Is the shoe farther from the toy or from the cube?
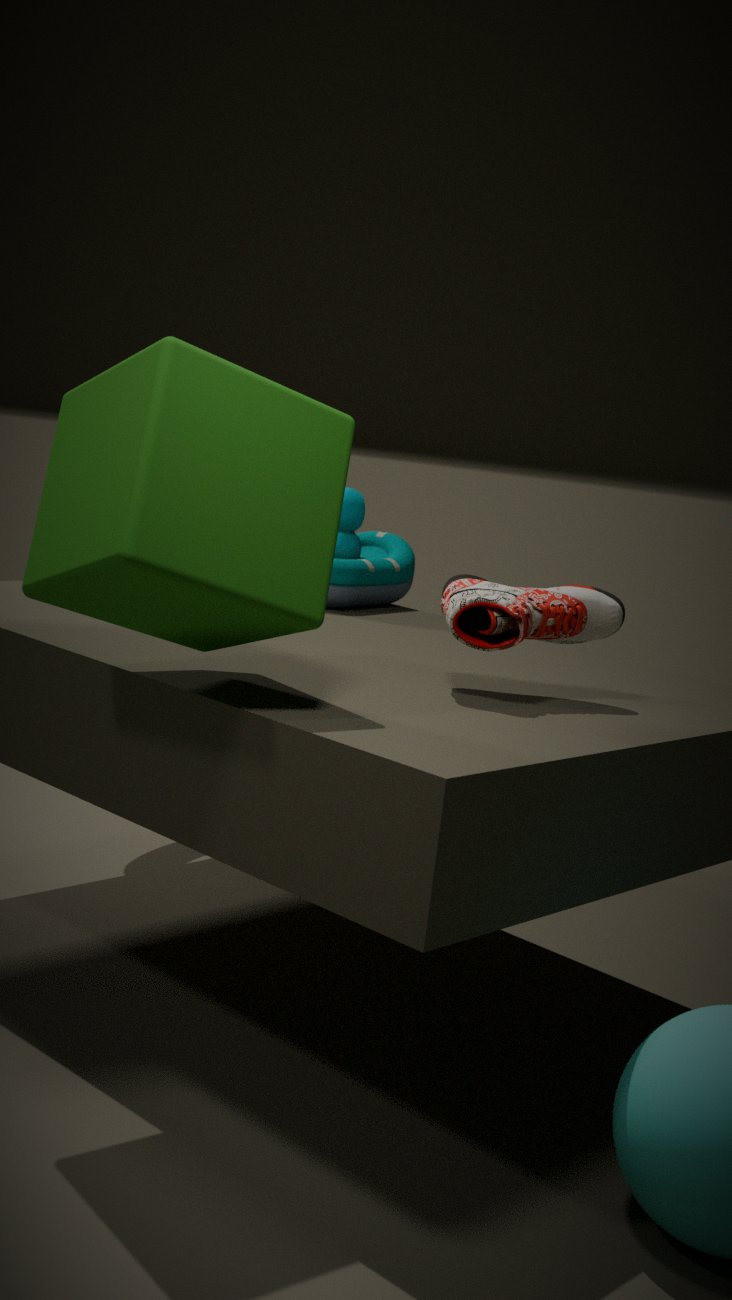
the toy
